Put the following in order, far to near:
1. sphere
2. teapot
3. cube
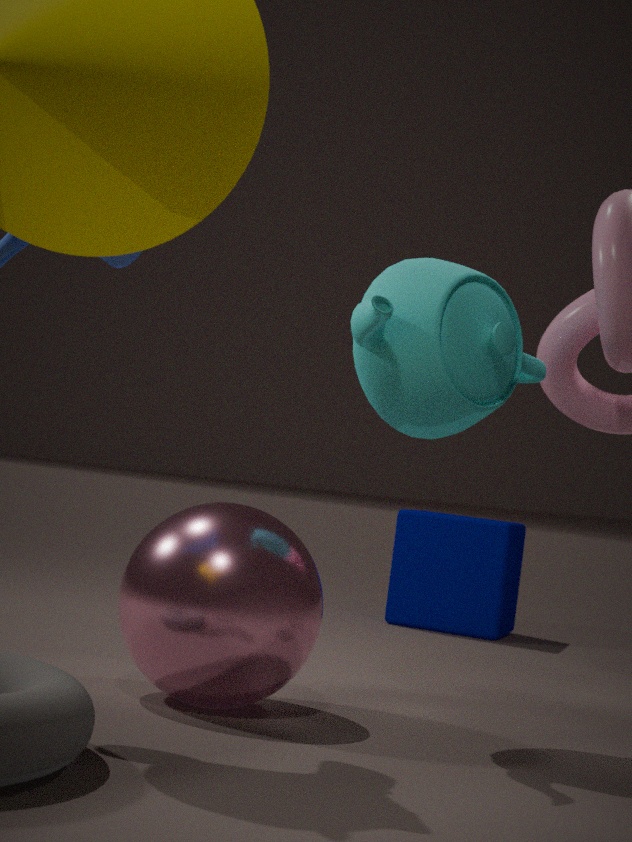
cube < teapot < sphere
